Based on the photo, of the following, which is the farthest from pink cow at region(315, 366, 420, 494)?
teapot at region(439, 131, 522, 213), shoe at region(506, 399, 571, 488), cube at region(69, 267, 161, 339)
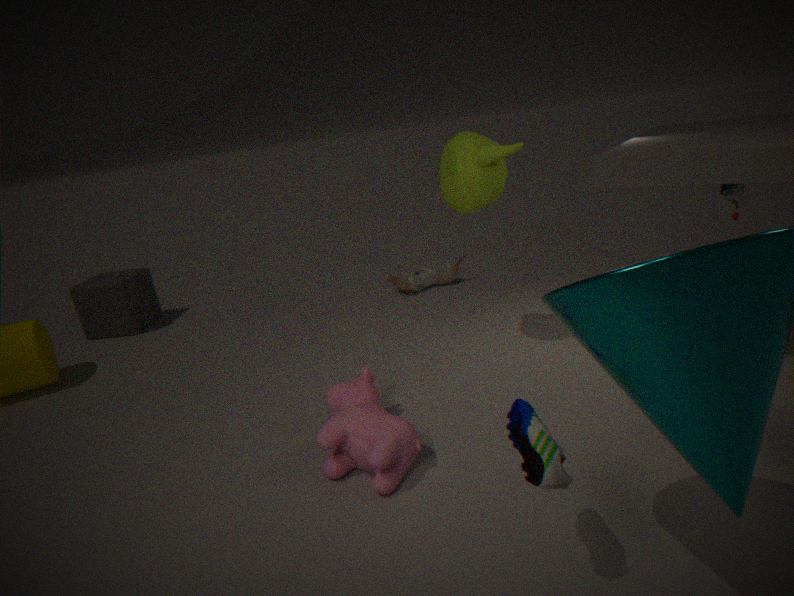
cube at region(69, 267, 161, 339)
